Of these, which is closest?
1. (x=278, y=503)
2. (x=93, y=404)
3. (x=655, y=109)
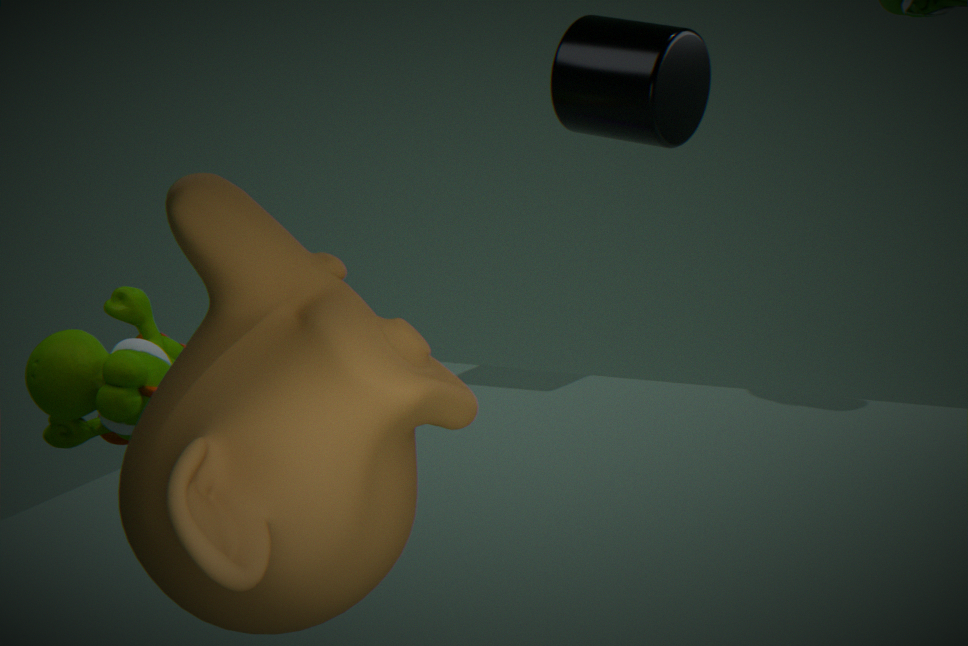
(x=278, y=503)
